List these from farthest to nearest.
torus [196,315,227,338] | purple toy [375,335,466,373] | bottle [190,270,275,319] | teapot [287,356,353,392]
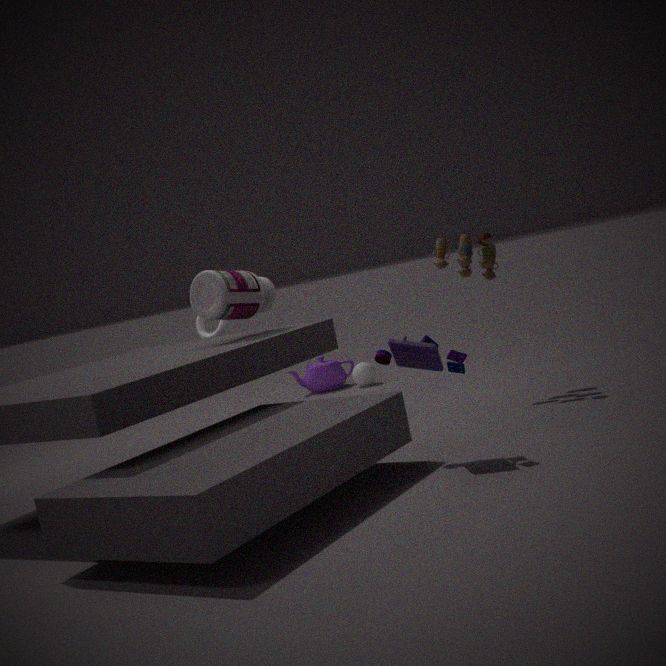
1. teapot [287,356,353,392]
2. torus [196,315,227,338]
3. bottle [190,270,275,319]
4. purple toy [375,335,466,373]
